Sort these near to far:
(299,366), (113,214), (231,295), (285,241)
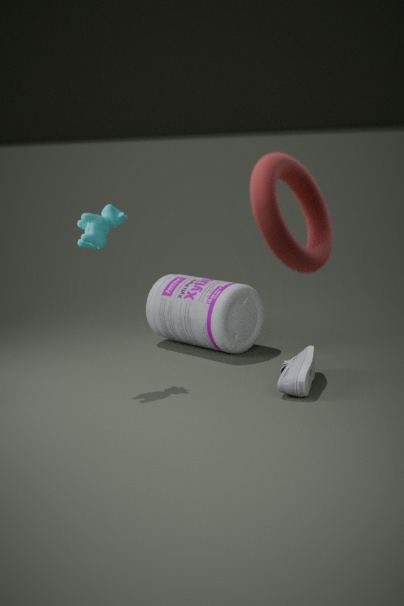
(285,241) → (299,366) → (113,214) → (231,295)
